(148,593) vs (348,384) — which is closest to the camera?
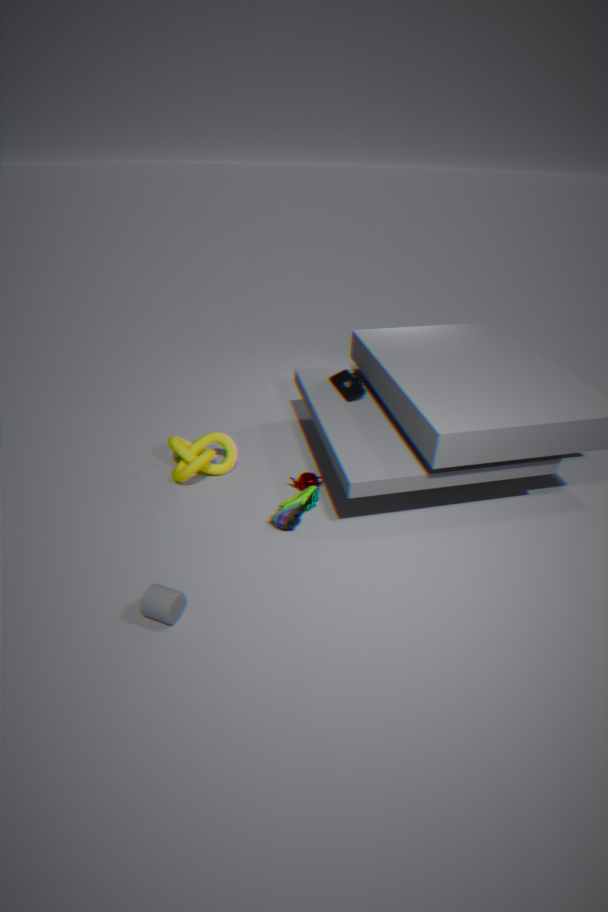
(148,593)
